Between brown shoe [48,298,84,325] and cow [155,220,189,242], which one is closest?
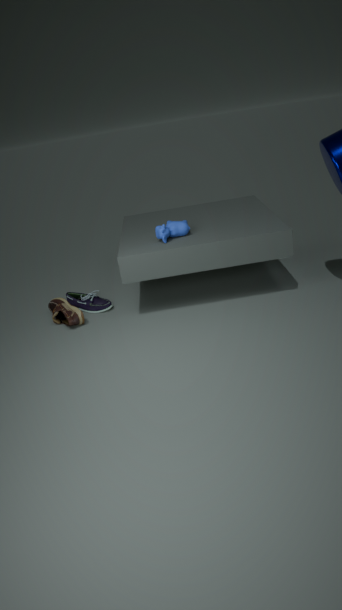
cow [155,220,189,242]
